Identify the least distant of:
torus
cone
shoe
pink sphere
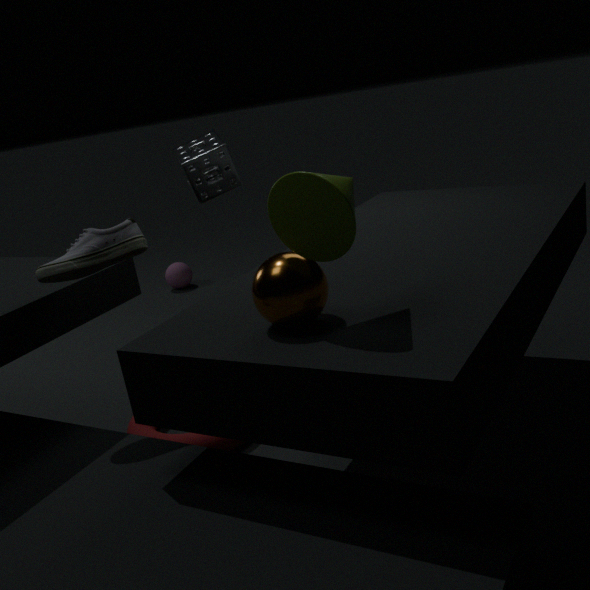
cone
